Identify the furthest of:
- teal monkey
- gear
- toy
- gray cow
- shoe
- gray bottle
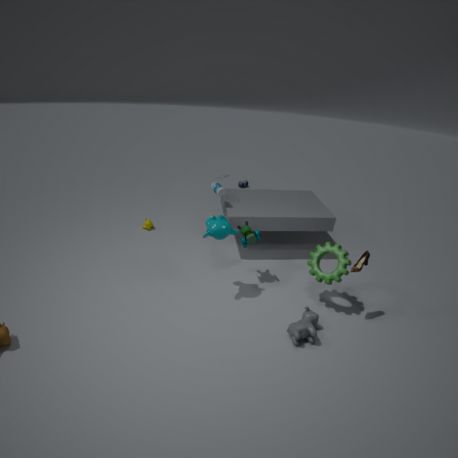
gray bottle
